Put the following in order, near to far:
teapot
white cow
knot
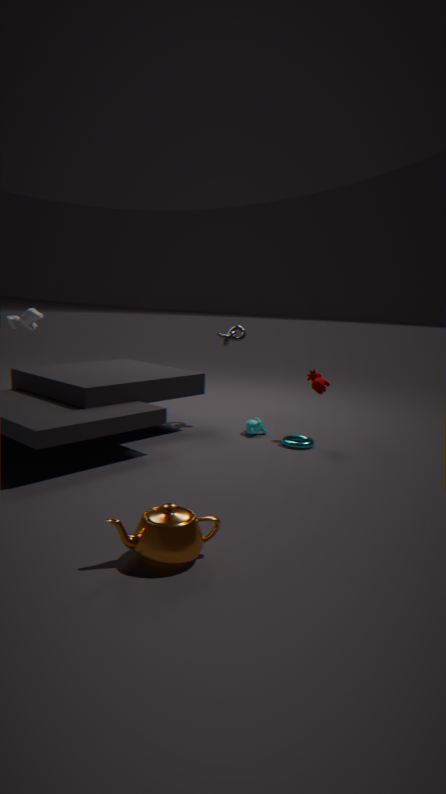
teapot < white cow < knot
